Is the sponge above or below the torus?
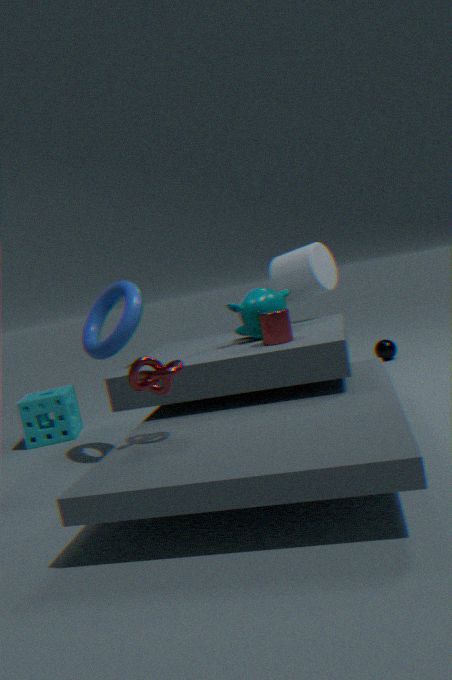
below
